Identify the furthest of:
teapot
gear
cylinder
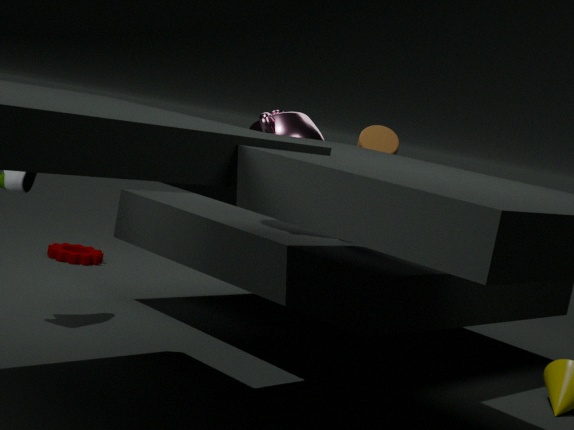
gear
